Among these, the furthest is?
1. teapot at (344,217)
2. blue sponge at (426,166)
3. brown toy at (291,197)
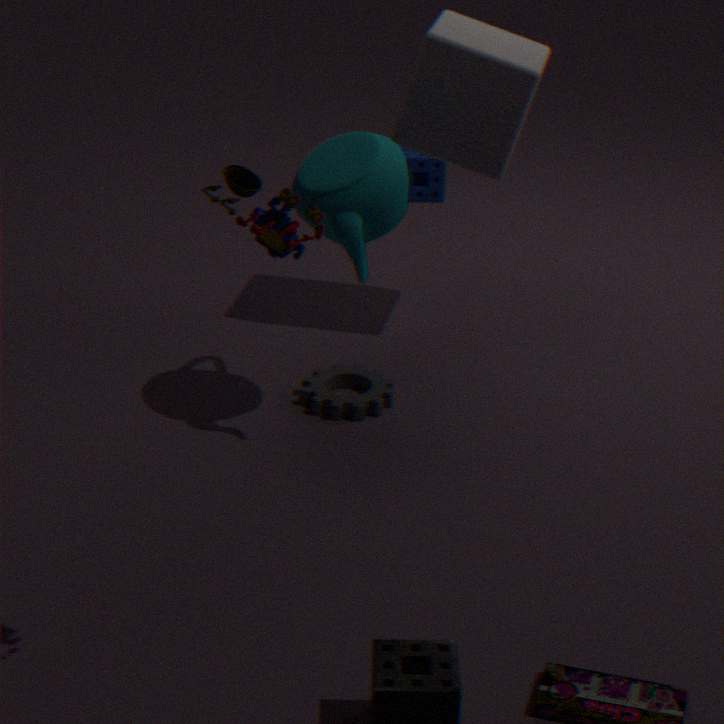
blue sponge at (426,166)
